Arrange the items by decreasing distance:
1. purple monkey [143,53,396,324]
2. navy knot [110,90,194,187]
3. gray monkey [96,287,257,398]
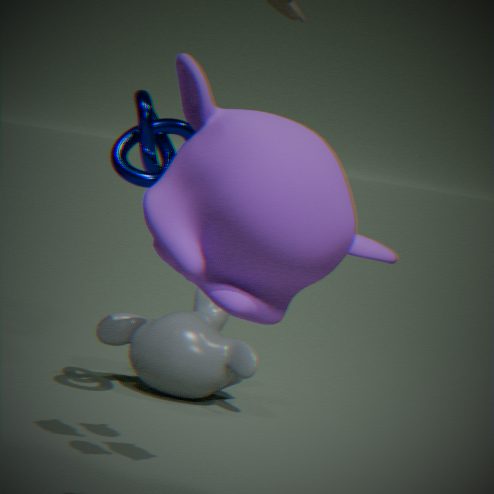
1. gray monkey [96,287,257,398]
2. navy knot [110,90,194,187]
3. purple monkey [143,53,396,324]
